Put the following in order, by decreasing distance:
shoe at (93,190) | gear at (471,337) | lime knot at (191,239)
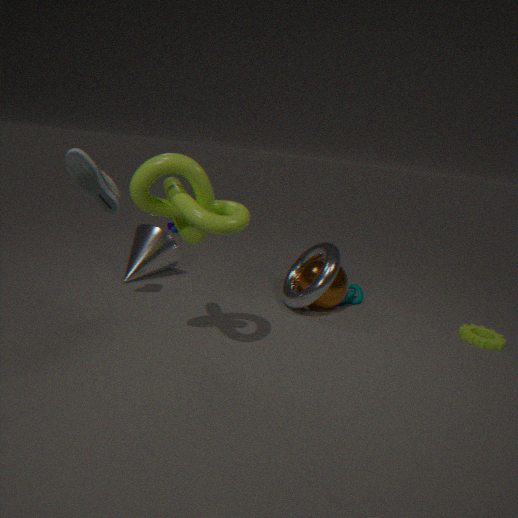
gear at (471,337), shoe at (93,190), lime knot at (191,239)
